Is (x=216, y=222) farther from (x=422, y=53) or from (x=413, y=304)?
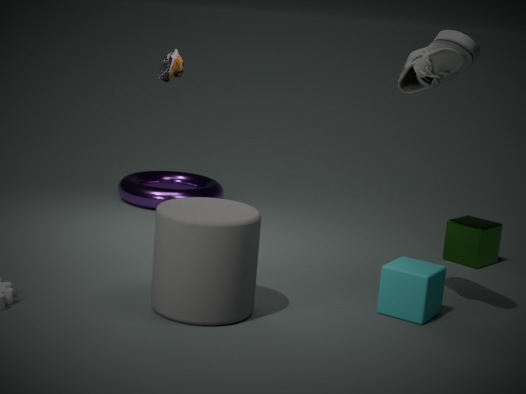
(x=422, y=53)
